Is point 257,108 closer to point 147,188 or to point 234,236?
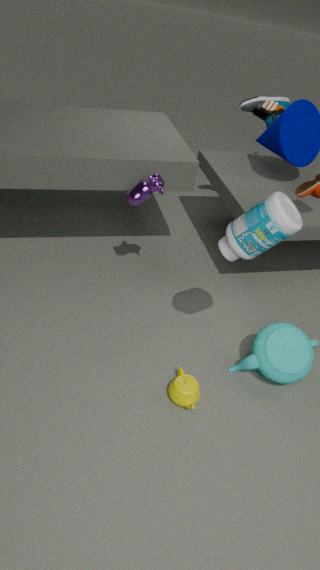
point 147,188
